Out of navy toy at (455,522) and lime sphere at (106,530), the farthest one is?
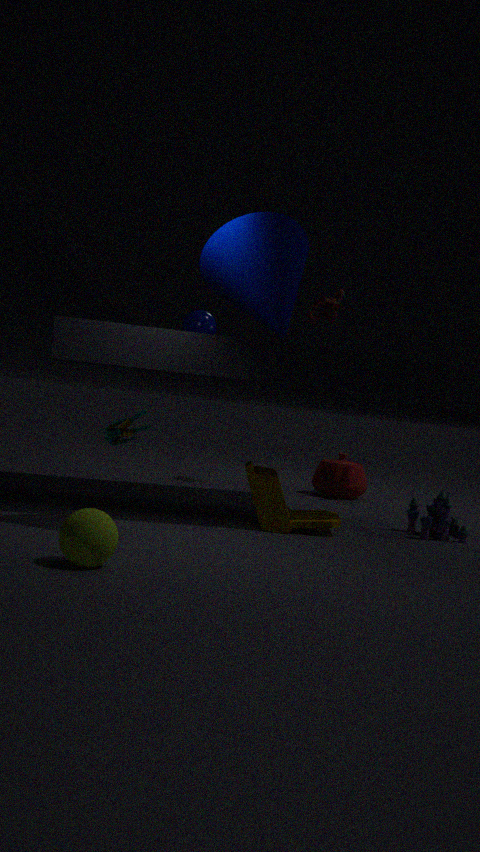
navy toy at (455,522)
